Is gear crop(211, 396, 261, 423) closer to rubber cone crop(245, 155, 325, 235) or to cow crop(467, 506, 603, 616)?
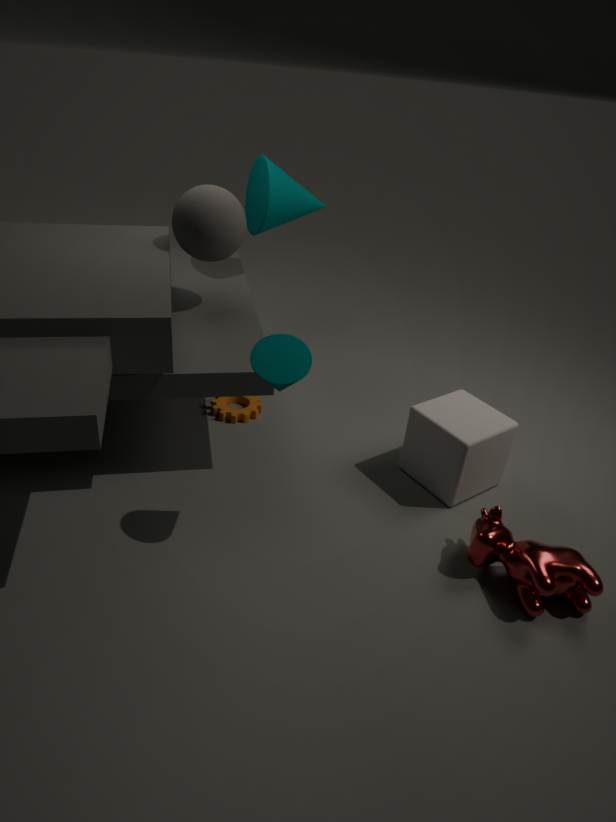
rubber cone crop(245, 155, 325, 235)
